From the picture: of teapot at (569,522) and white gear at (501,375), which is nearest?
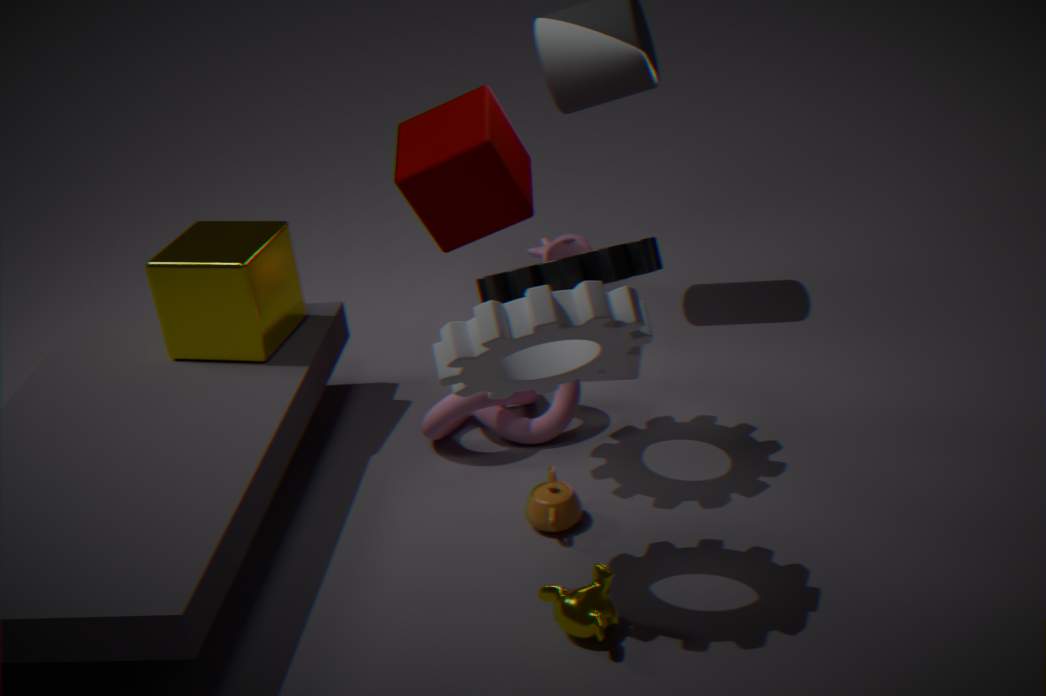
white gear at (501,375)
